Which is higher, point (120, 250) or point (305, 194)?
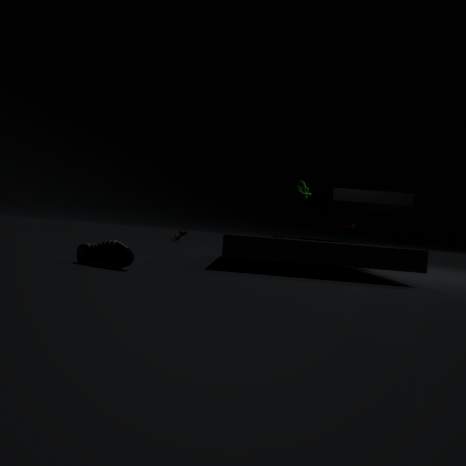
point (305, 194)
